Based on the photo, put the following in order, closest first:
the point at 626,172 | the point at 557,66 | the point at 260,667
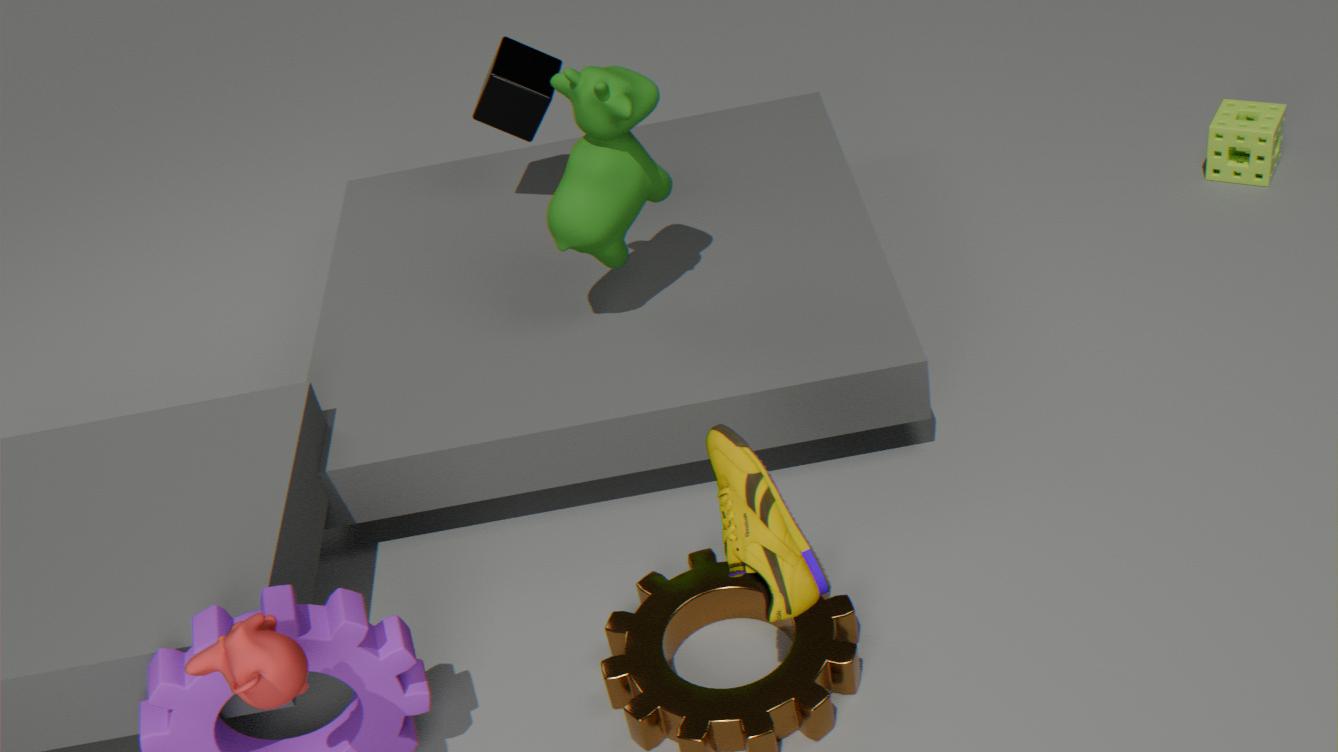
1. the point at 260,667
2. the point at 626,172
3. the point at 557,66
